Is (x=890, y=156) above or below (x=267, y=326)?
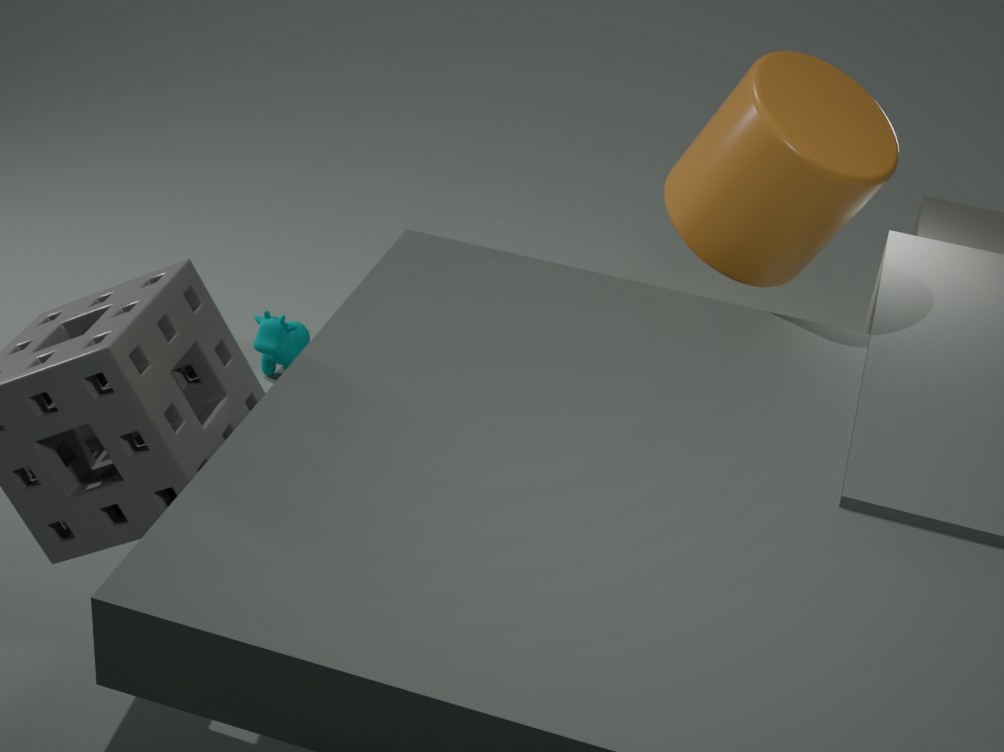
above
